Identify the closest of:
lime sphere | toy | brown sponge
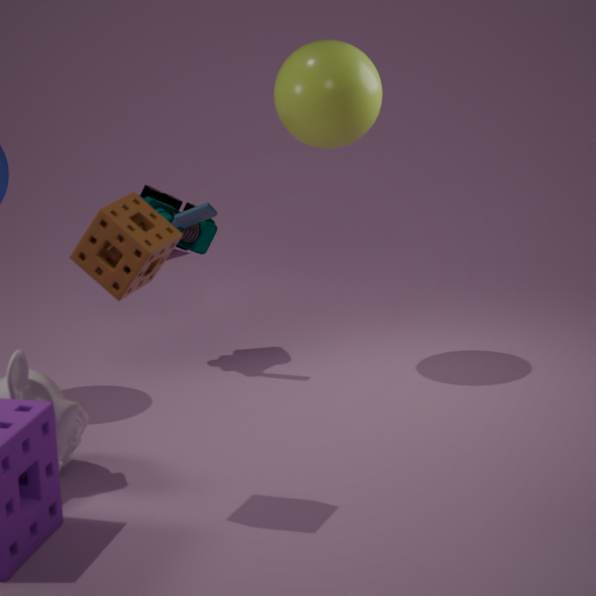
brown sponge
